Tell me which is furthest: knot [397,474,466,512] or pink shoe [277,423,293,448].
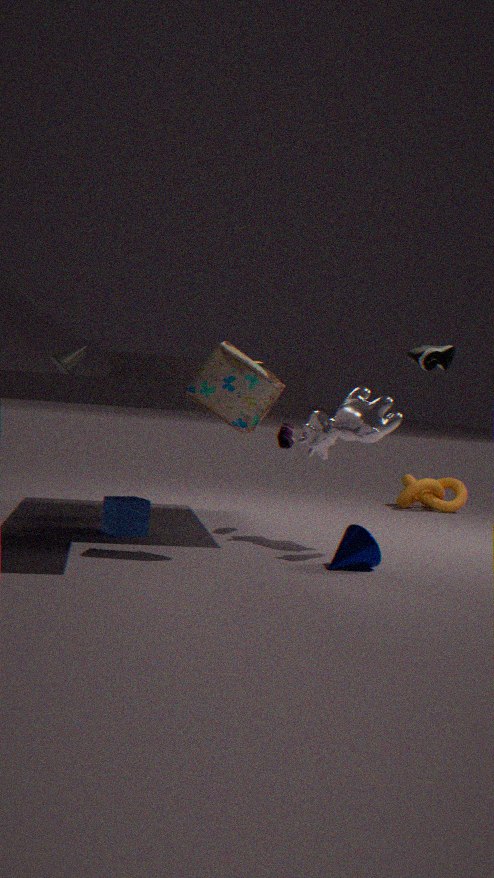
knot [397,474,466,512]
